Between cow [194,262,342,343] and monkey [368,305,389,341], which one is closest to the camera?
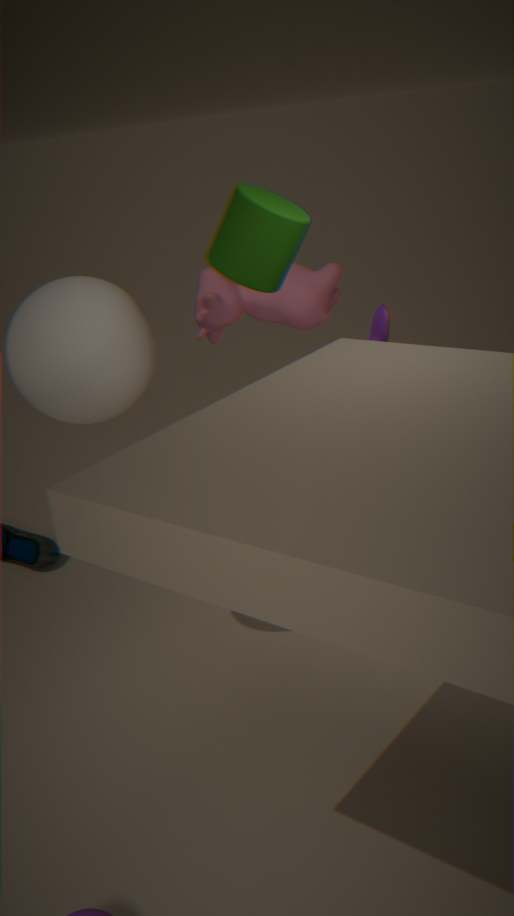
monkey [368,305,389,341]
